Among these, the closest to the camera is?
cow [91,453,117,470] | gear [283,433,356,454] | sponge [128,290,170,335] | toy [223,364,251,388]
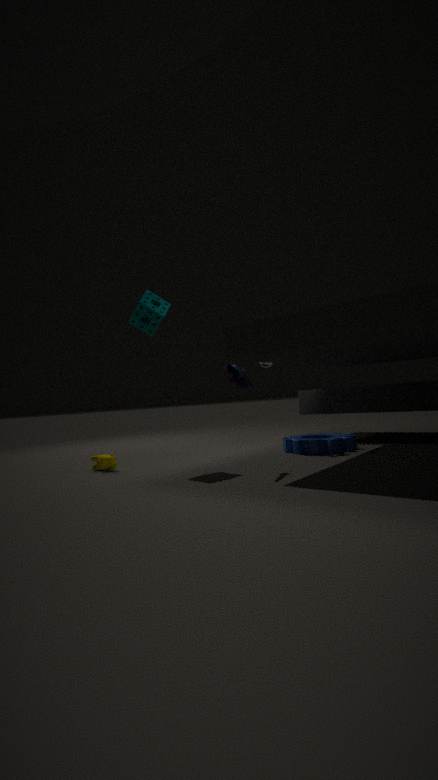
toy [223,364,251,388]
